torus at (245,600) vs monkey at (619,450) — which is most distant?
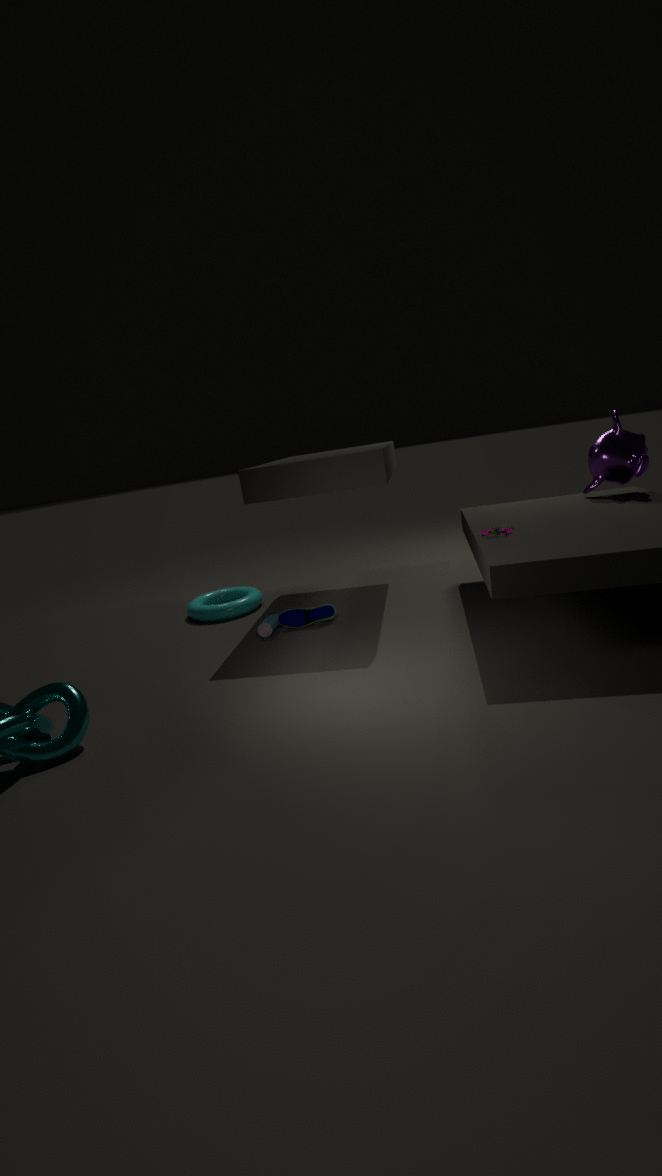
torus at (245,600)
